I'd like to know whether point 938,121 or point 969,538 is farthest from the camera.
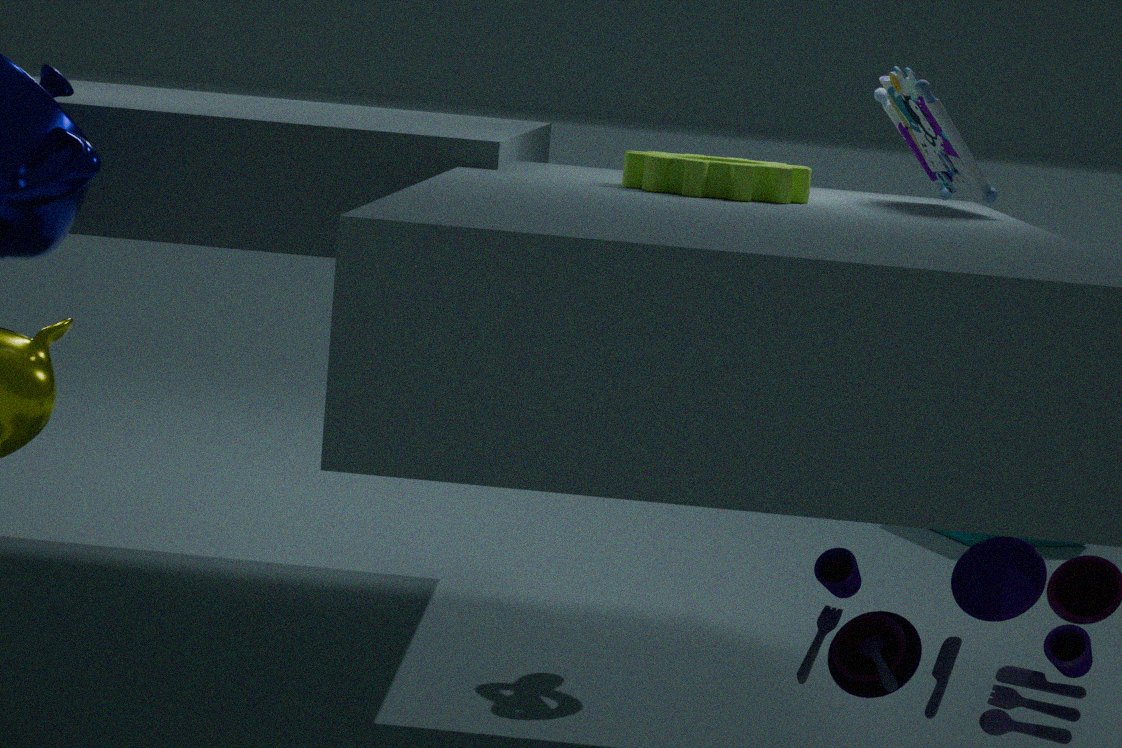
point 969,538
